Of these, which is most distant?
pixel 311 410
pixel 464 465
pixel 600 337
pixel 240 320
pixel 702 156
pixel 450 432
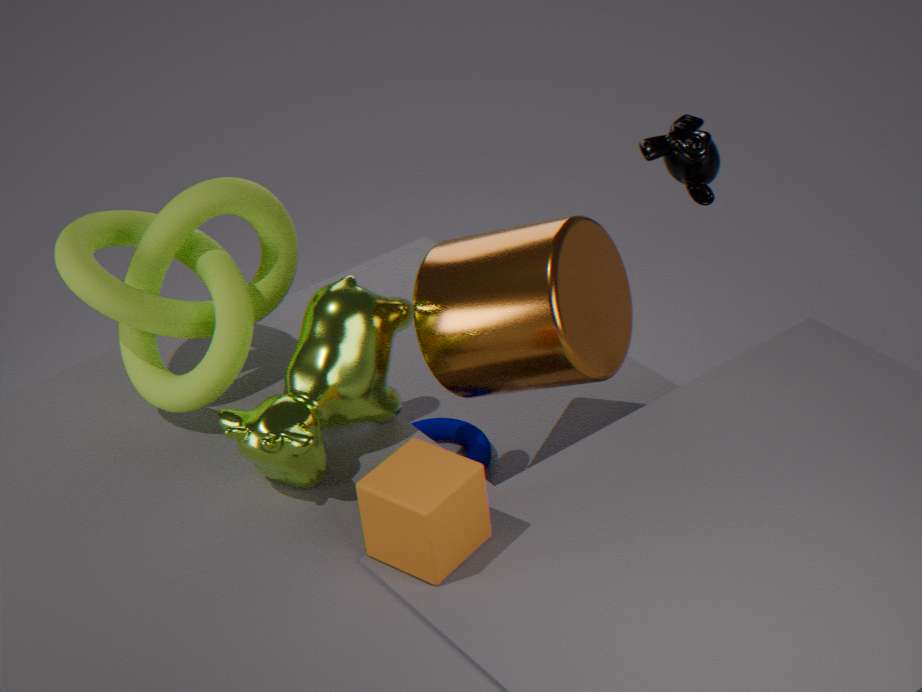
pixel 450 432
